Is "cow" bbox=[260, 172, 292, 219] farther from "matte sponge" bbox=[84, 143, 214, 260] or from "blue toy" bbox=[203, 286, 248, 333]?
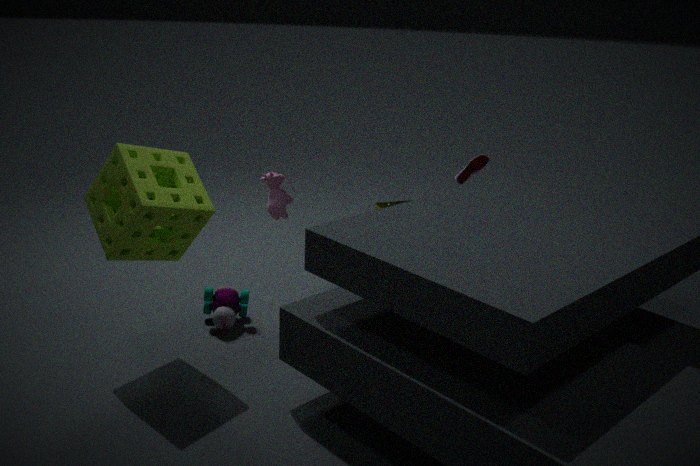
"matte sponge" bbox=[84, 143, 214, 260]
